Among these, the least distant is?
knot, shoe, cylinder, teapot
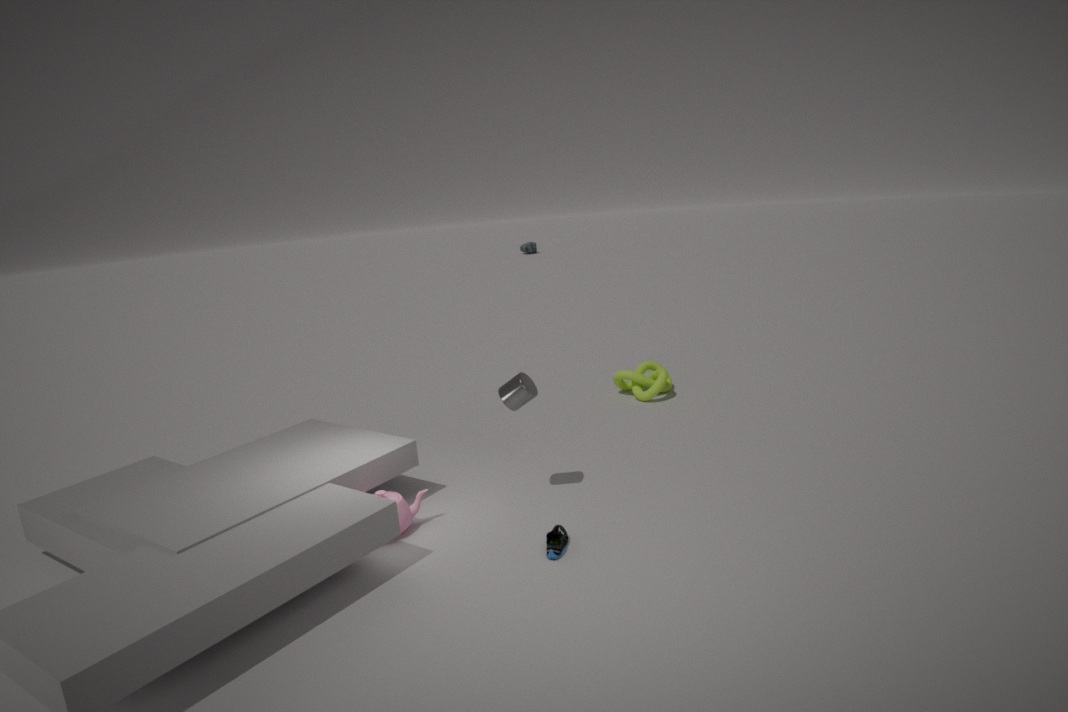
shoe
